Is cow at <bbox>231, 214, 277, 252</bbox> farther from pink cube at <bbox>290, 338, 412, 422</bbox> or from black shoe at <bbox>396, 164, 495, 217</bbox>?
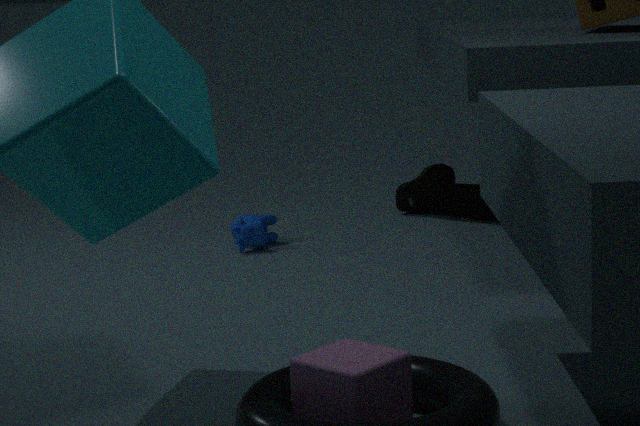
pink cube at <bbox>290, 338, 412, 422</bbox>
